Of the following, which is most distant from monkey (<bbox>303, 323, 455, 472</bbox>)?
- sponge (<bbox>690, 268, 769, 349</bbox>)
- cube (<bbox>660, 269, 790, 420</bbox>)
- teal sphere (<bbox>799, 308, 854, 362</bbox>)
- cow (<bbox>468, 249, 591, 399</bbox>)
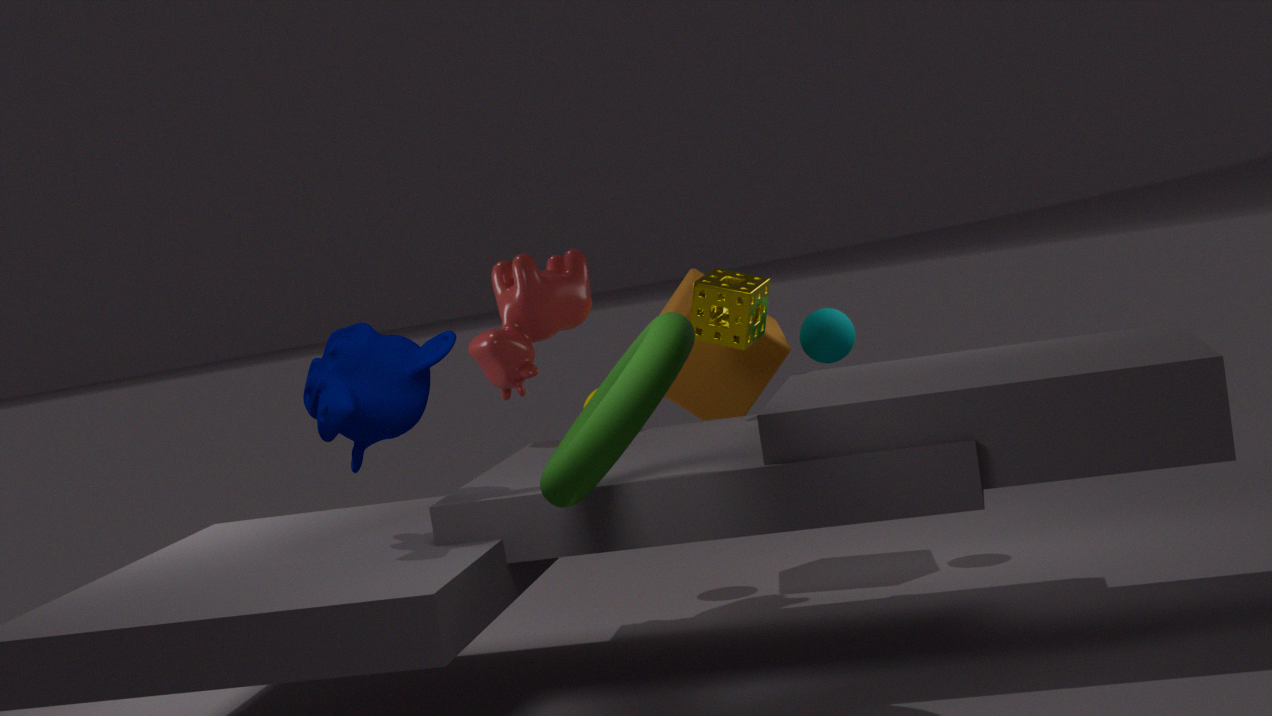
teal sphere (<bbox>799, 308, 854, 362</bbox>)
